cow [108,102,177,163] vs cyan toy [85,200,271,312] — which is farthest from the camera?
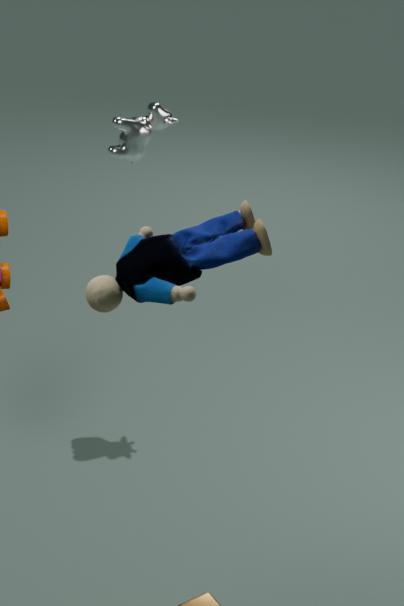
cow [108,102,177,163]
